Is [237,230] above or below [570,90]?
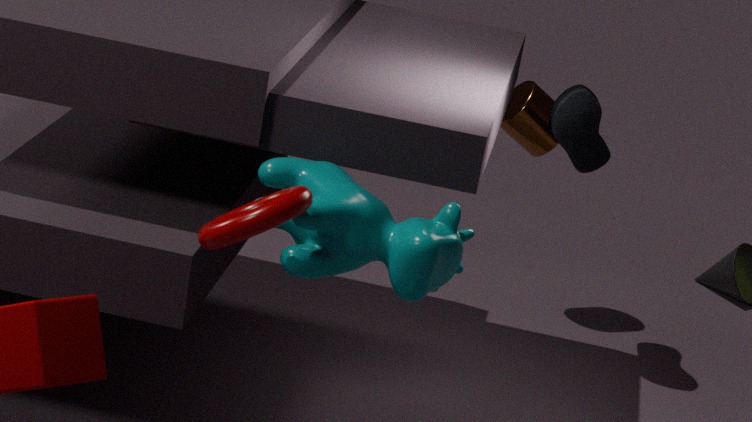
above
